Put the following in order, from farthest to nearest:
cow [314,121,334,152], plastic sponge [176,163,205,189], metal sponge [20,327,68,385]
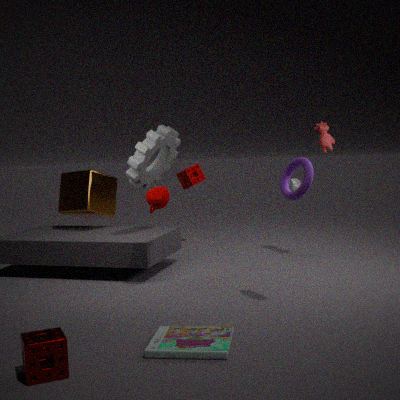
plastic sponge [176,163,205,189], cow [314,121,334,152], metal sponge [20,327,68,385]
